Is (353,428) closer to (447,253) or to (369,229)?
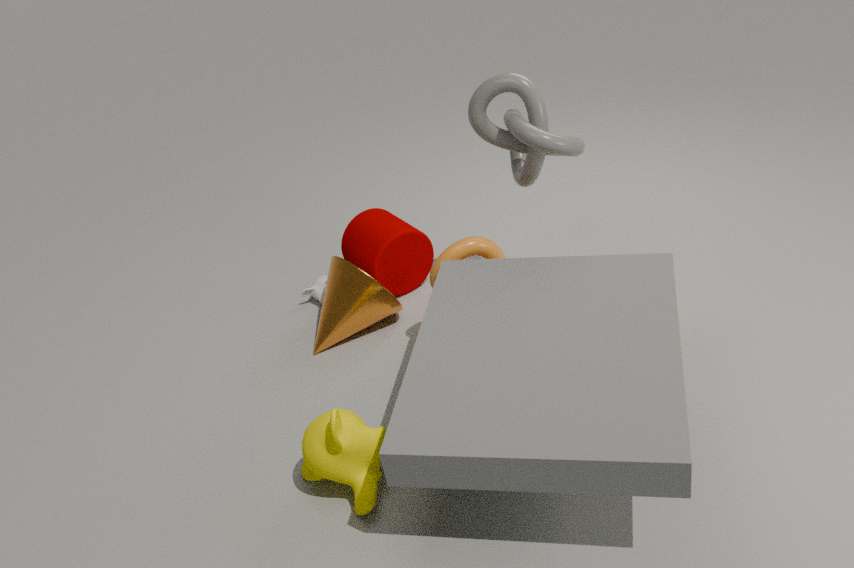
(447,253)
